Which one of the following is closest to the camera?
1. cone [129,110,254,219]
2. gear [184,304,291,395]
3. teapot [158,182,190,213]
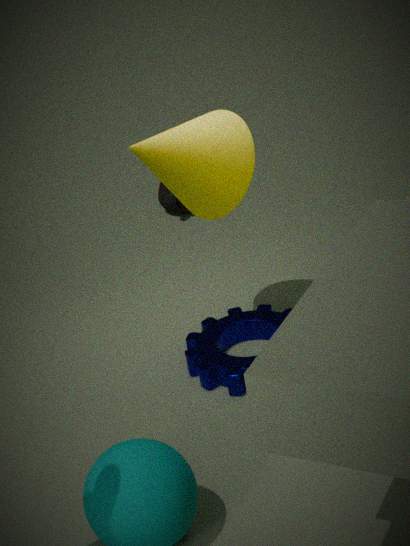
cone [129,110,254,219]
